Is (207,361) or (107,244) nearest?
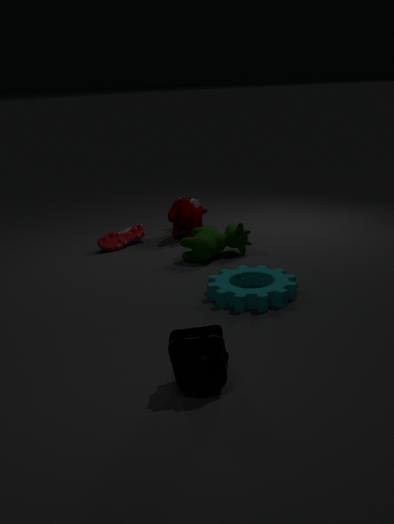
(207,361)
